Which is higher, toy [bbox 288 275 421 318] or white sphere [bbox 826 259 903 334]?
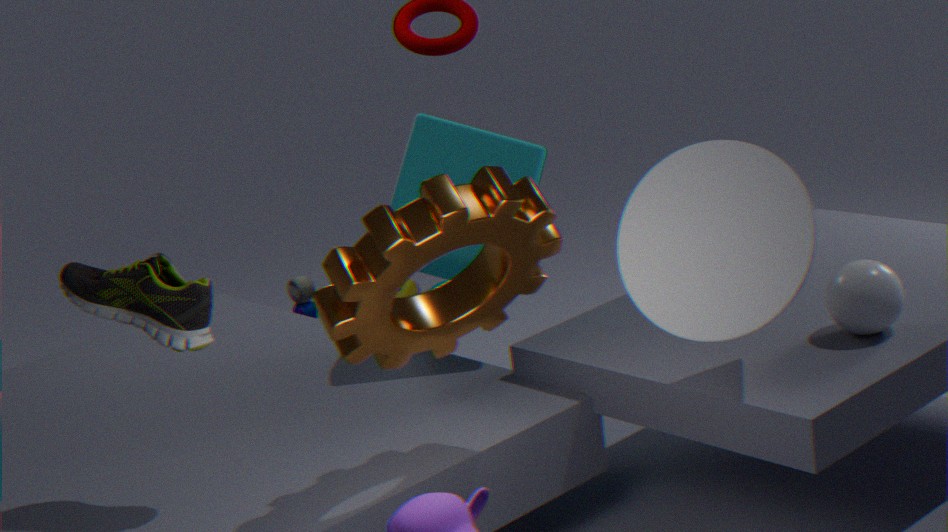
white sphere [bbox 826 259 903 334]
